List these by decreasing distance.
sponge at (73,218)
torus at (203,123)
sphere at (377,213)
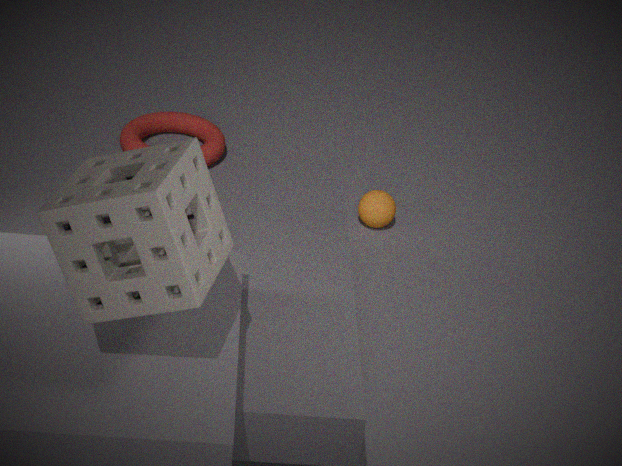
1. torus at (203,123)
2. sphere at (377,213)
3. sponge at (73,218)
